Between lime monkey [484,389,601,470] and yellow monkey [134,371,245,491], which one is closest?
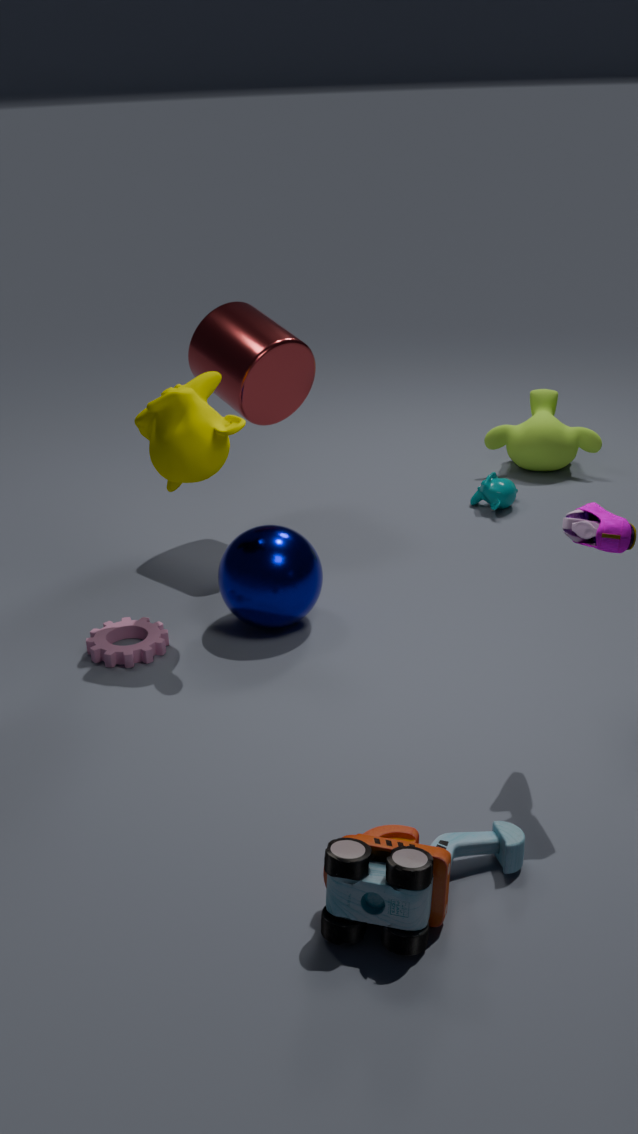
yellow monkey [134,371,245,491]
